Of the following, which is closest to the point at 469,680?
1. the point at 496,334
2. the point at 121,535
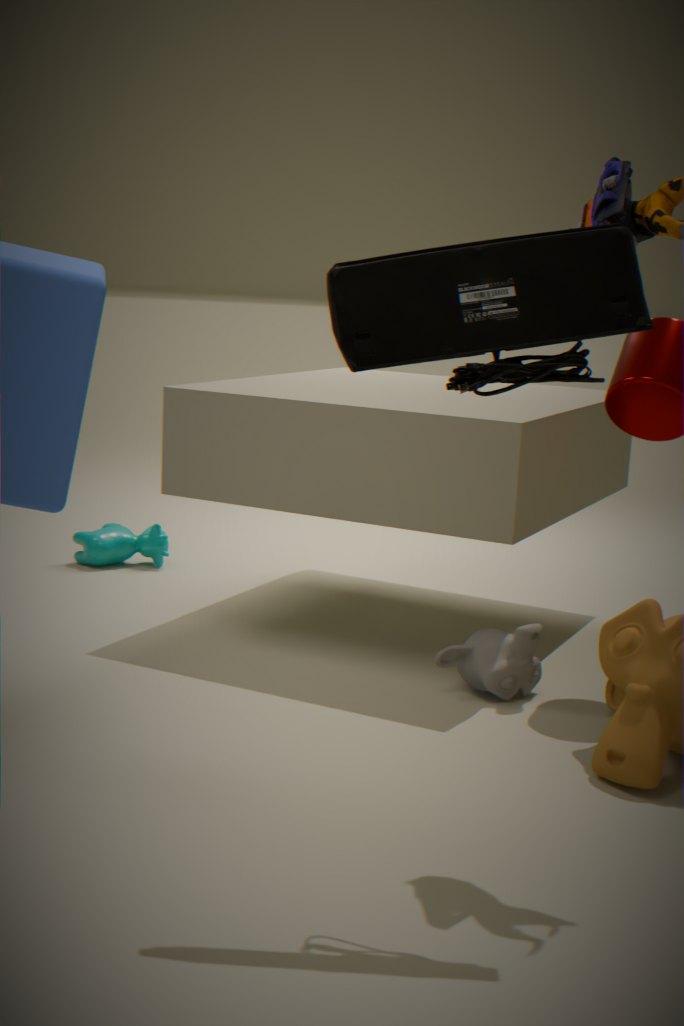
the point at 496,334
